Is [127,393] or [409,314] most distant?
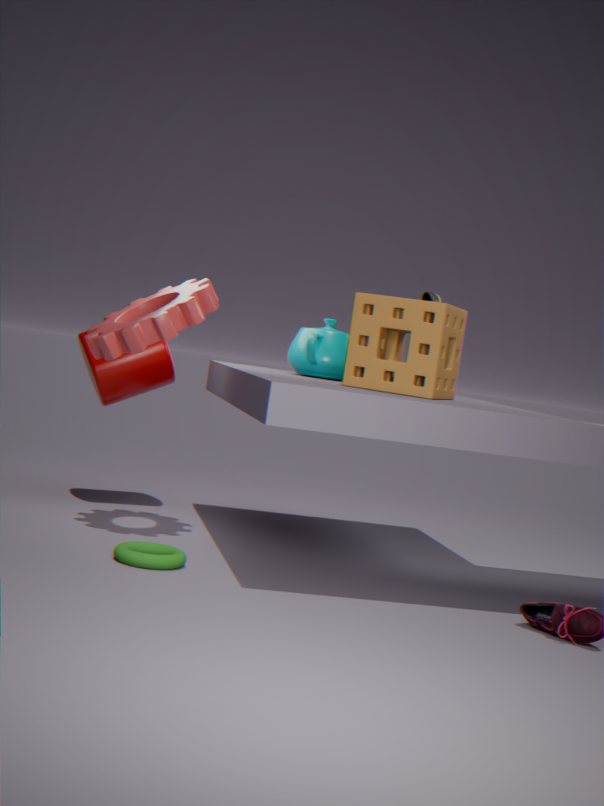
[127,393]
